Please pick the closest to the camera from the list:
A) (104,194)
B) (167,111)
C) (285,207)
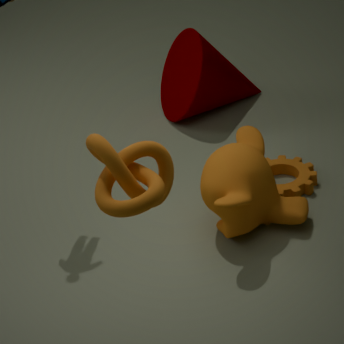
(104,194)
